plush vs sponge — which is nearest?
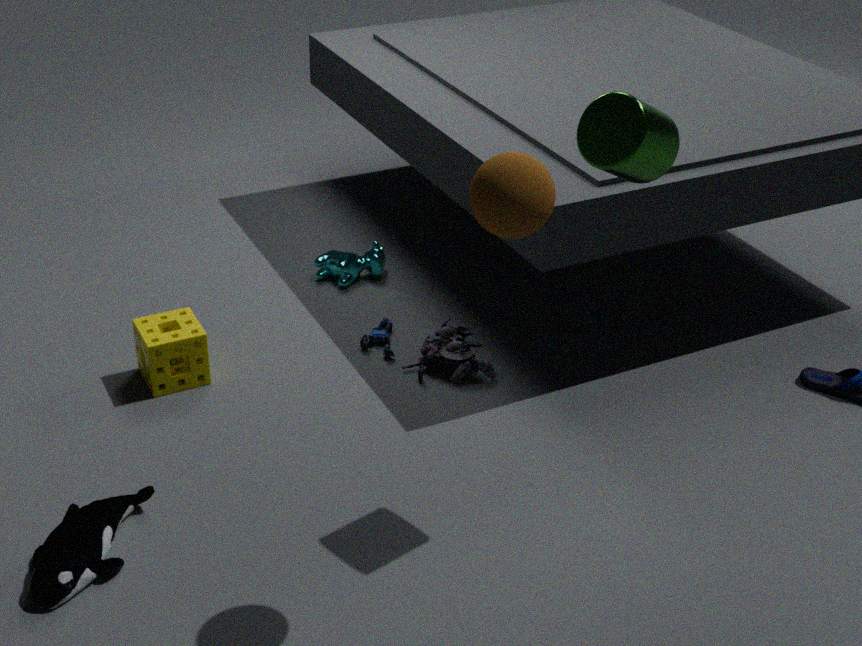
plush
